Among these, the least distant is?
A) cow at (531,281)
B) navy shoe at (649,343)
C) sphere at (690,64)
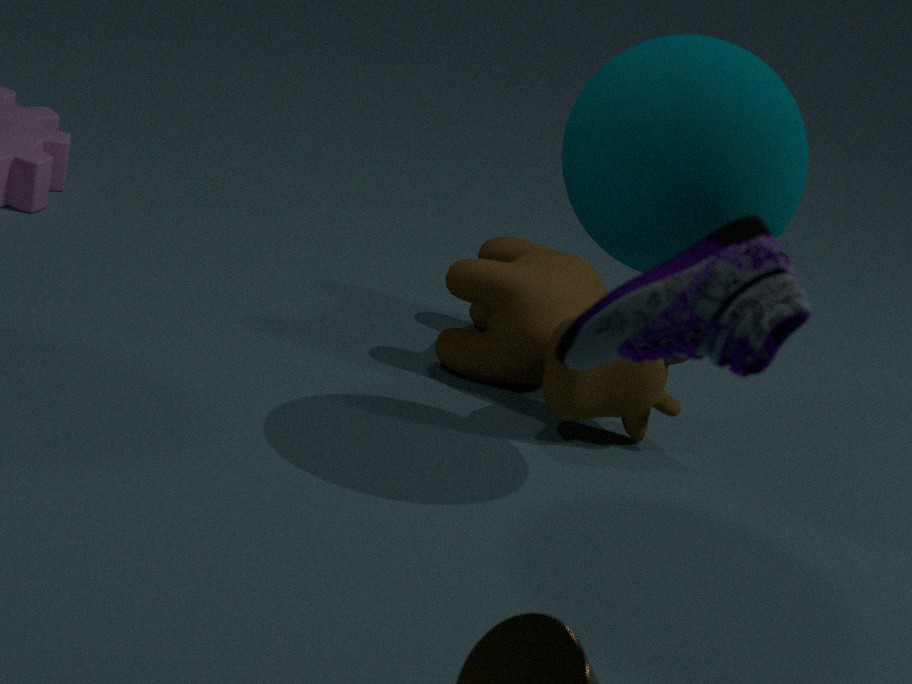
navy shoe at (649,343)
